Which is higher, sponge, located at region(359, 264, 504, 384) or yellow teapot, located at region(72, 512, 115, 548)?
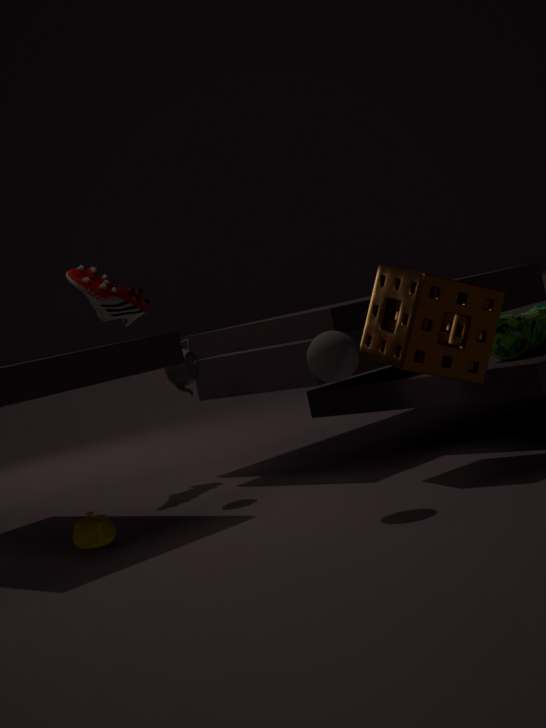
sponge, located at region(359, 264, 504, 384)
